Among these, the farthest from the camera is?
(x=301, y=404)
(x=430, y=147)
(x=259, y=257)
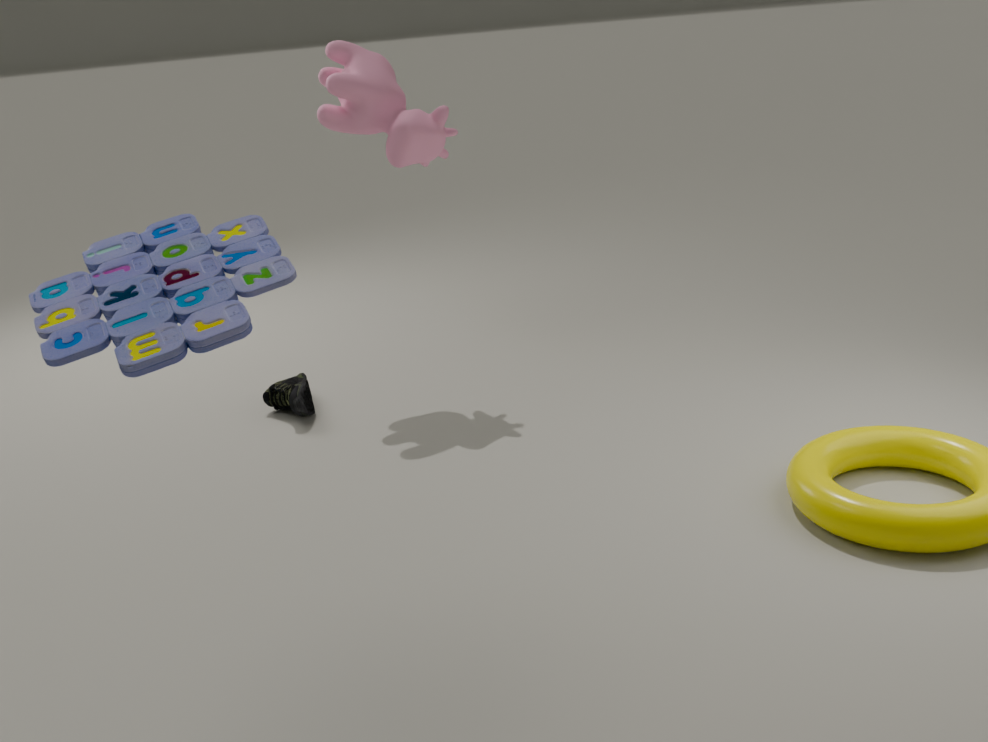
(x=430, y=147)
